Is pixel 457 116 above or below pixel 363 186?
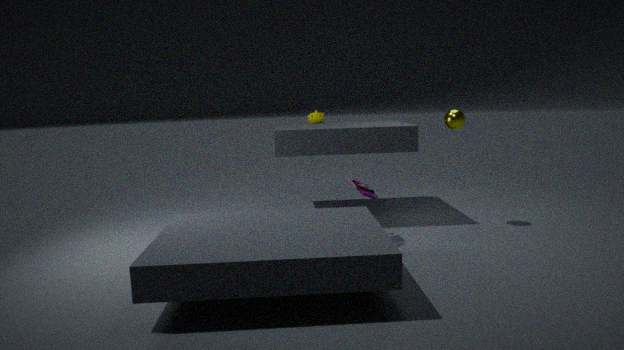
above
